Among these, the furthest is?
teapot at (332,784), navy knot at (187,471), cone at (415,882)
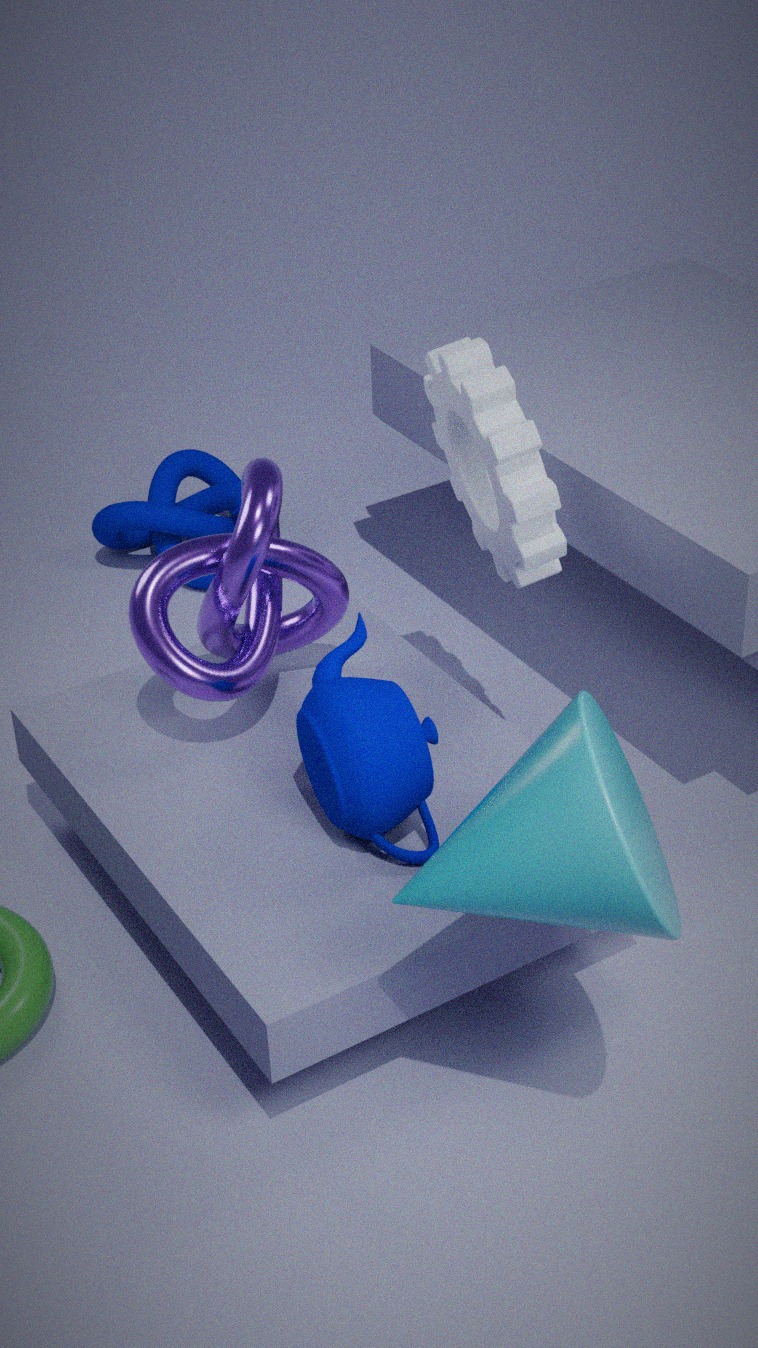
navy knot at (187,471)
